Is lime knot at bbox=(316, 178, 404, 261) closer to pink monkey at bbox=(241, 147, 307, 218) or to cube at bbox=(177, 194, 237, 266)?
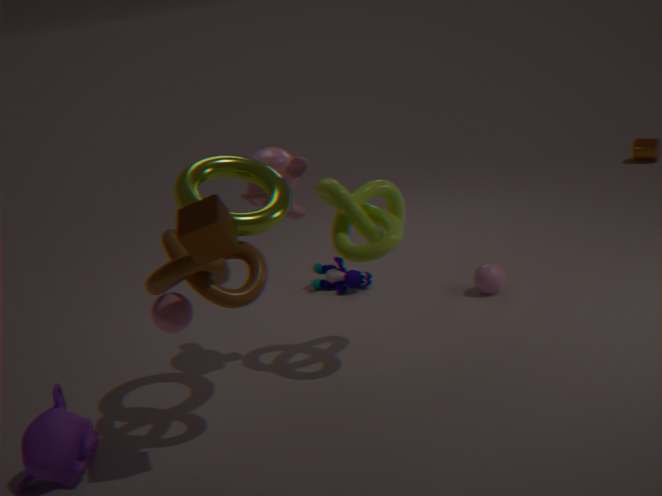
pink monkey at bbox=(241, 147, 307, 218)
